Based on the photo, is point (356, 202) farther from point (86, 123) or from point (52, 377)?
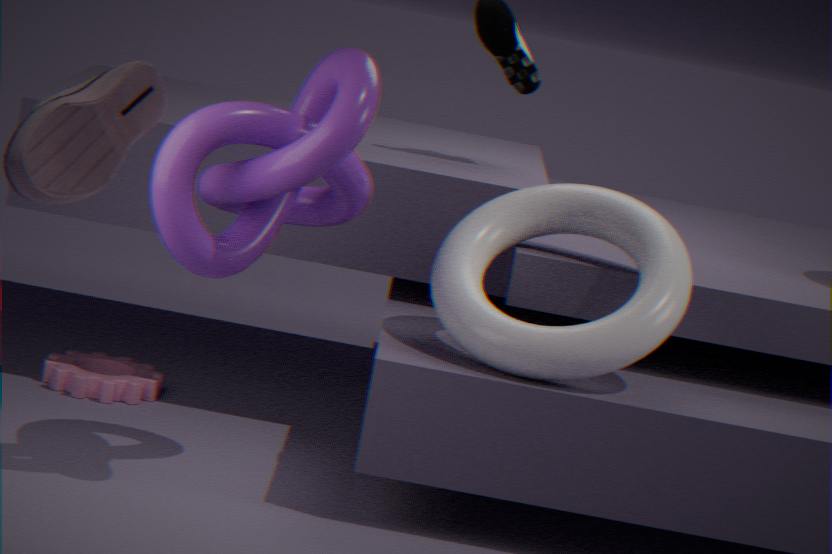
point (86, 123)
